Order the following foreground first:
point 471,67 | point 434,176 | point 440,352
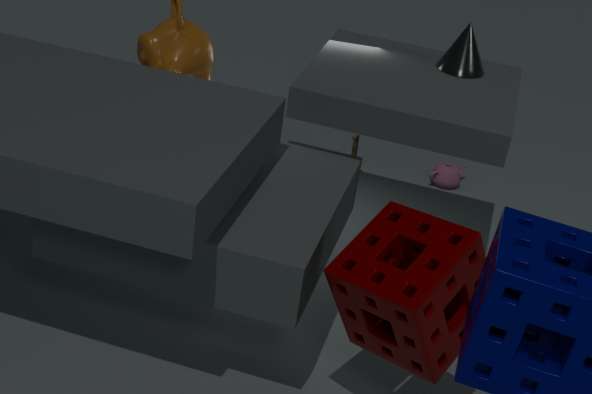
point 440,352, point 471,67, point 434,176
